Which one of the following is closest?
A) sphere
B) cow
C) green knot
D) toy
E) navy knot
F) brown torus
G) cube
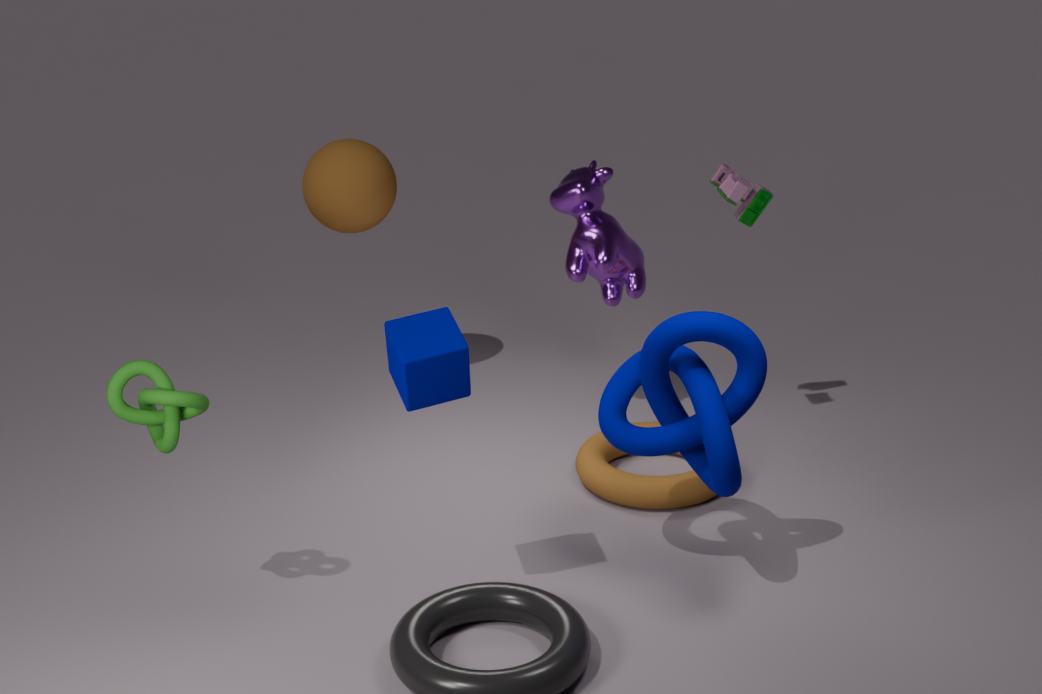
cube
